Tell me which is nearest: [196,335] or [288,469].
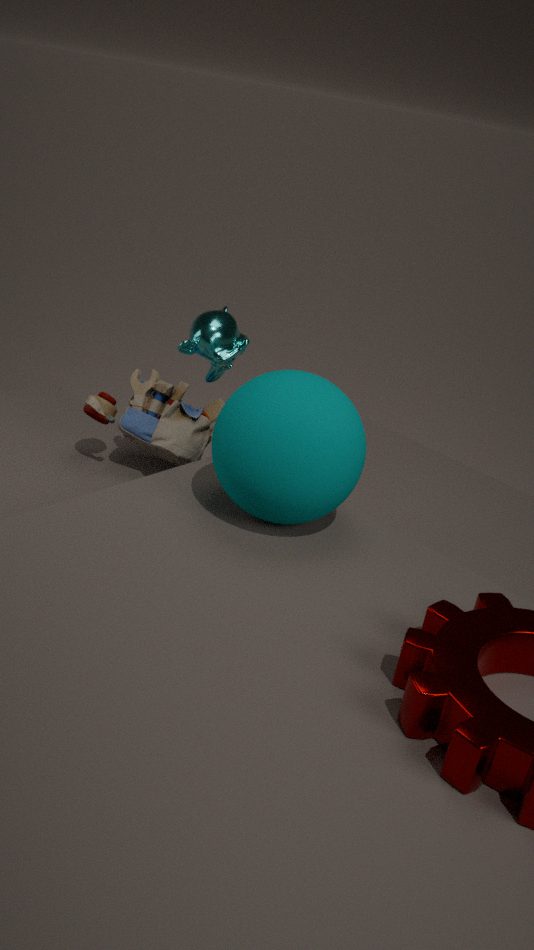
[288,469]
